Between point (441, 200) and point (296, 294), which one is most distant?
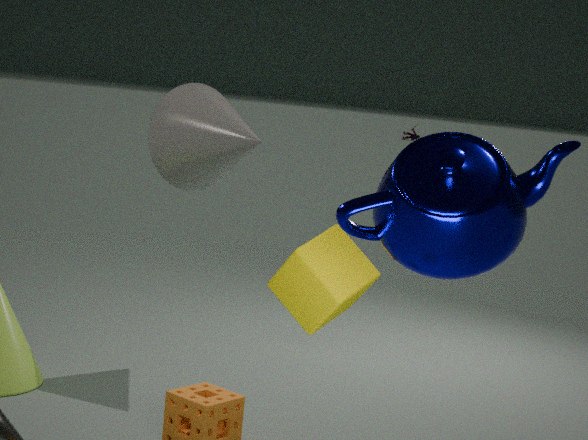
point (296, 294)
